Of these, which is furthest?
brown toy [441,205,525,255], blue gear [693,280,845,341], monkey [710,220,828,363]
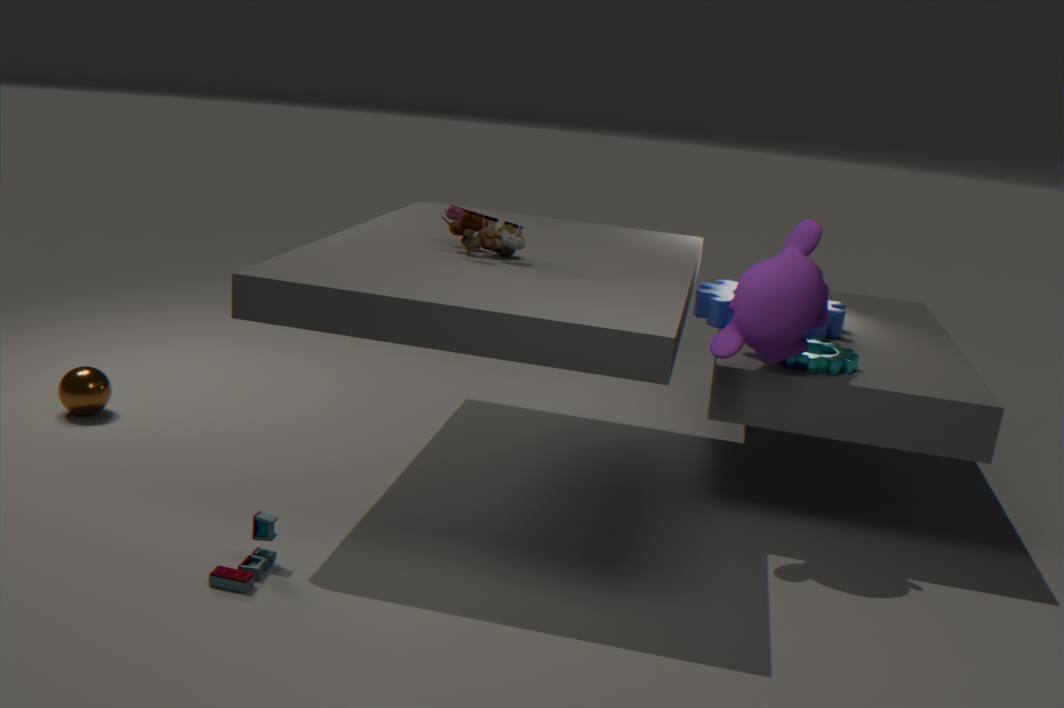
blue gear [693,280,845,341]
